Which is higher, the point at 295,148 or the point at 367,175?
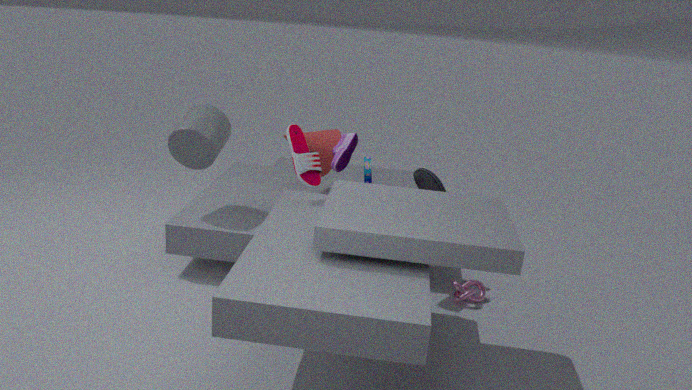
the point at 295,148
